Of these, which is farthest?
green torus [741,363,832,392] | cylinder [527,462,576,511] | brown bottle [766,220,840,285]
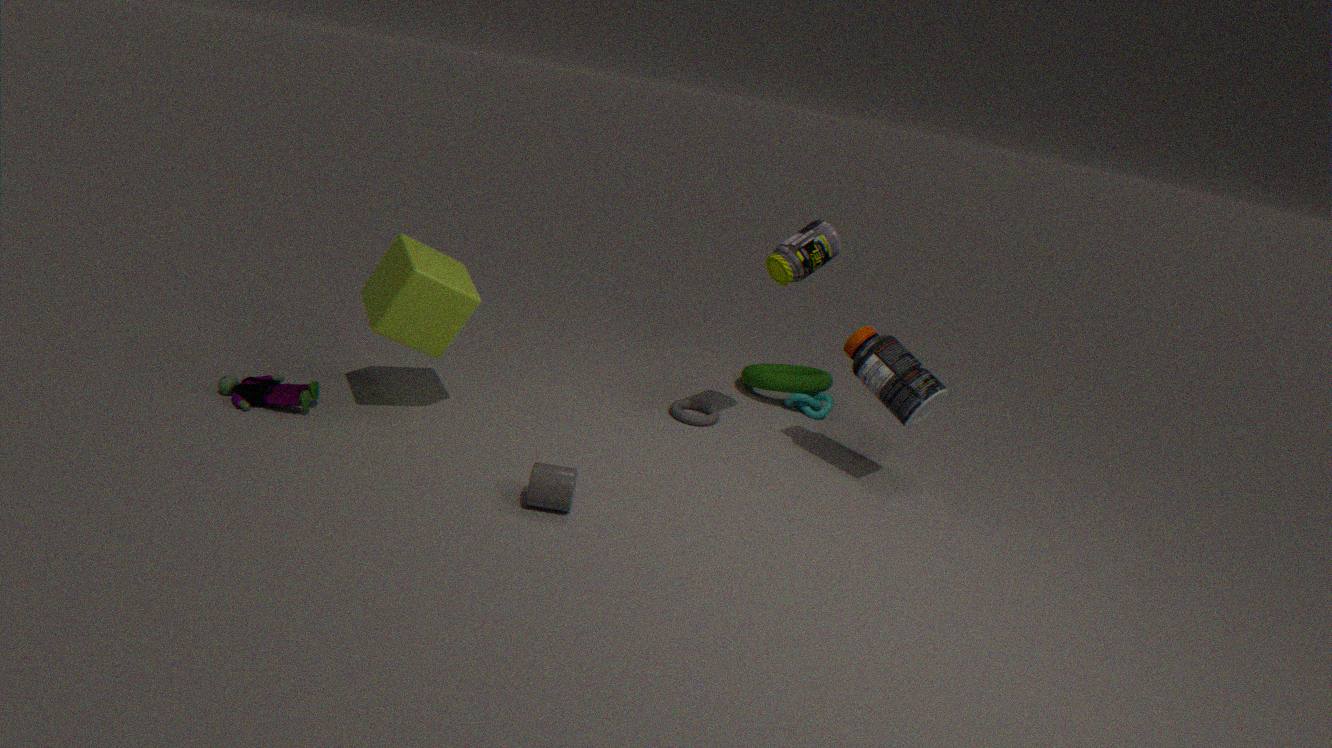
green torus [741,363,832,392]
